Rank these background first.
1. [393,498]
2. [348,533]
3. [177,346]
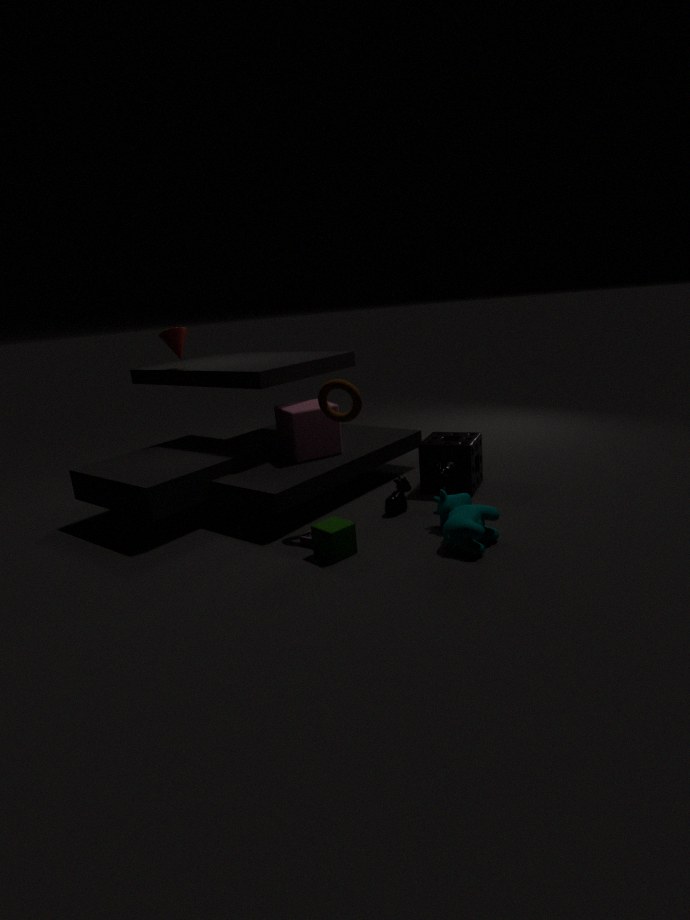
1. [177,346]
2. [393,498]
3. [348,533]
